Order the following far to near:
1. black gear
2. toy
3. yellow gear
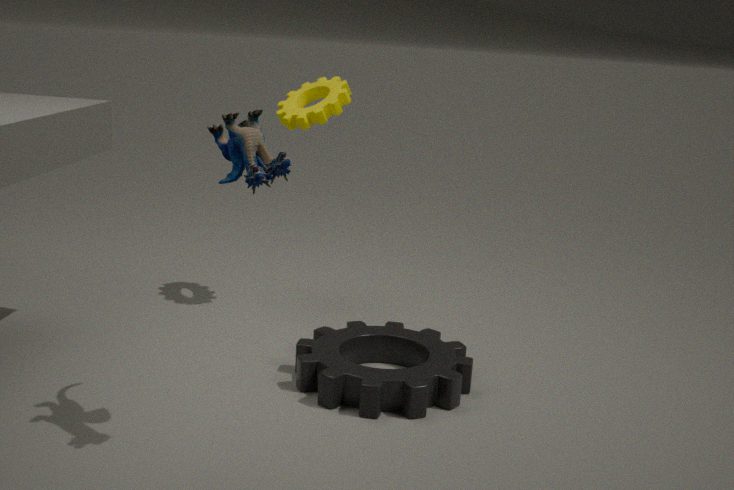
yellow gear, black gear, toy
